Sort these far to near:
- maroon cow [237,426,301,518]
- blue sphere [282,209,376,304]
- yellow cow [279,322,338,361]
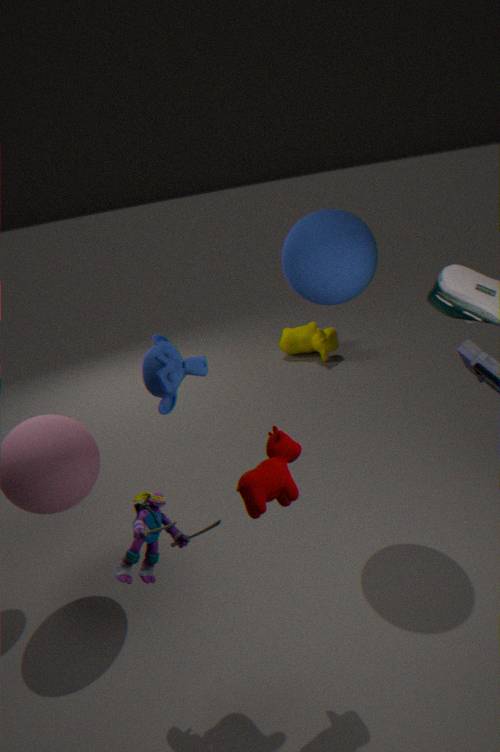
yellow cow [279,322,338,361] < blue sphere [282,209,376,304] < maroon cow [237,426,301,518]
